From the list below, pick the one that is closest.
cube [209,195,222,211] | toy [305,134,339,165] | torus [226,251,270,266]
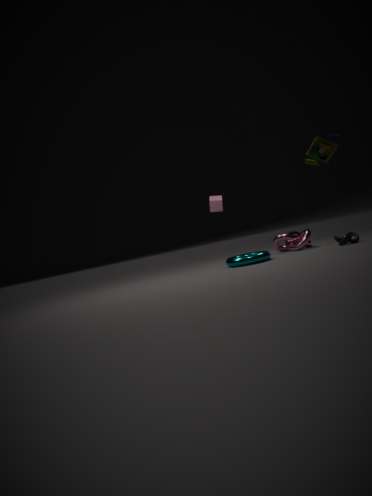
toy [305,134,339,165]
